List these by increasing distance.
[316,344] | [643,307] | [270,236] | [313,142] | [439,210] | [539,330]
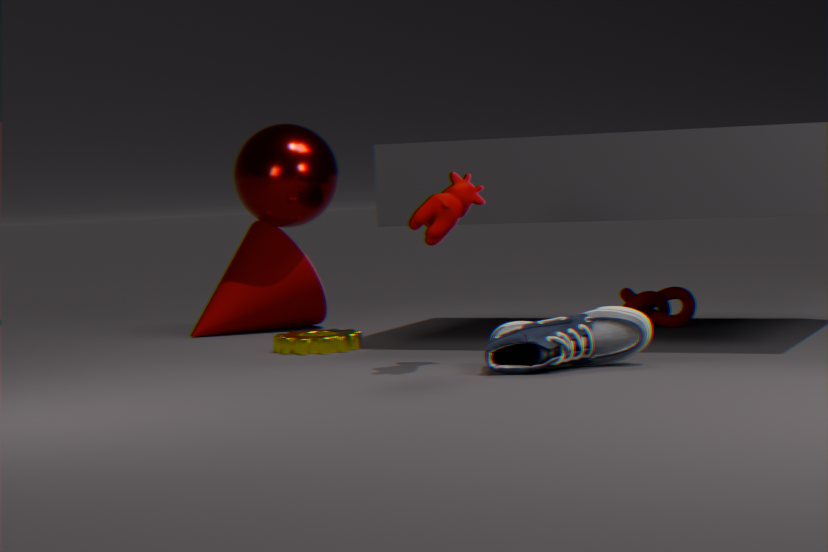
[439,210] < [539,330] < [316,344] < [643,307] < [313,142] < [270,236]
